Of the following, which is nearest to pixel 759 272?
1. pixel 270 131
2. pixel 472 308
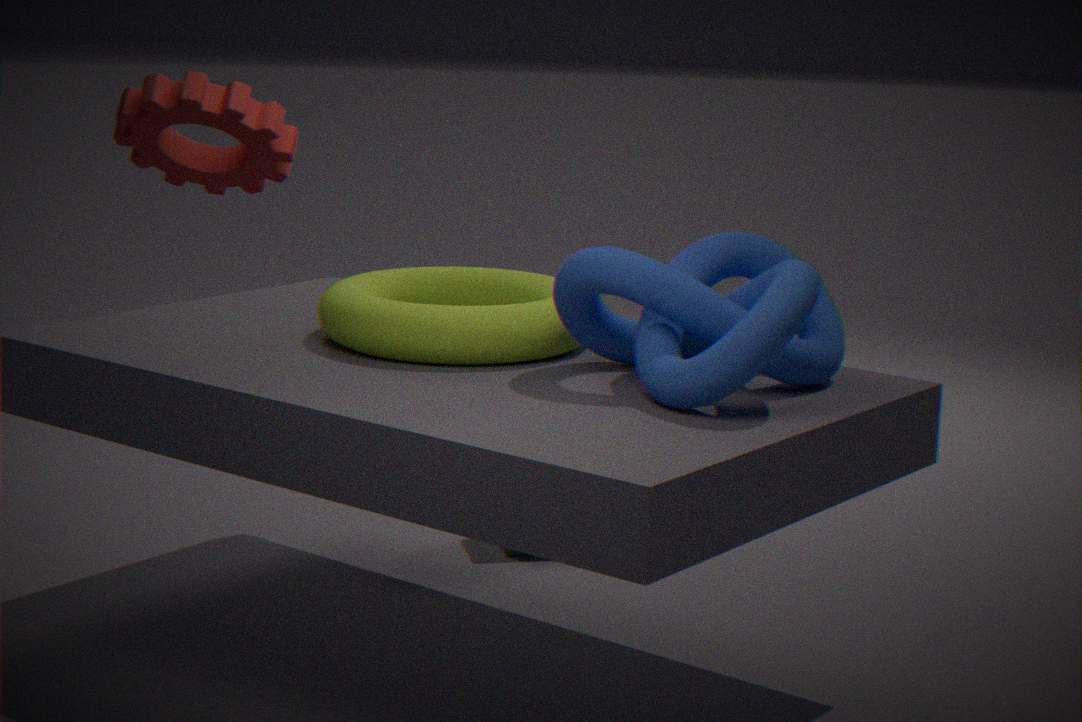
pixel 472 308
